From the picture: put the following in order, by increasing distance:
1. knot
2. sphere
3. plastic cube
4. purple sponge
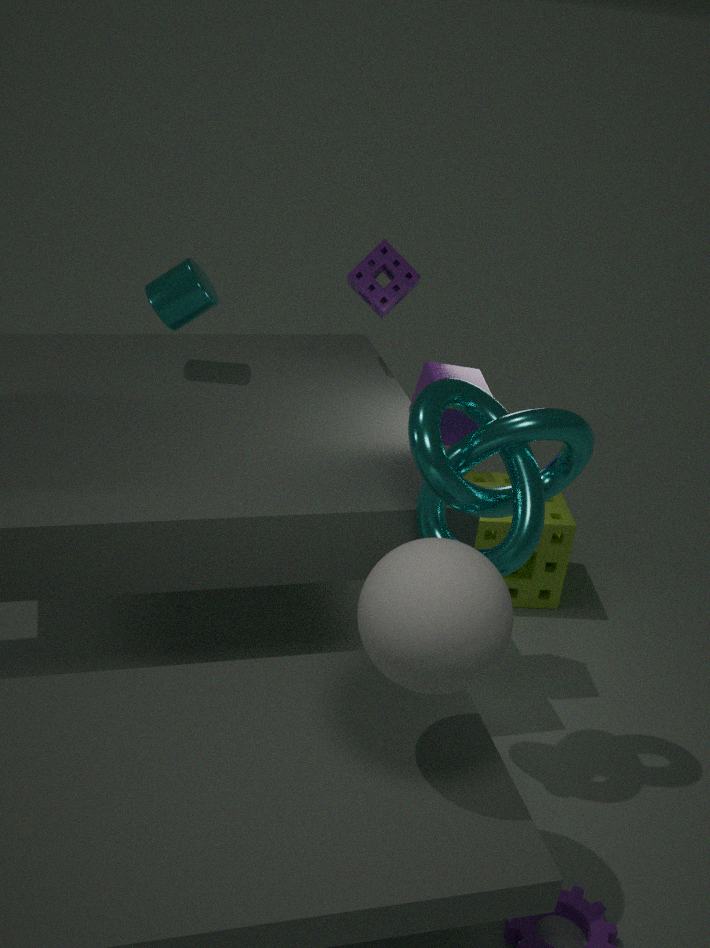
sphere < knot < plastic cube < purple sponge
